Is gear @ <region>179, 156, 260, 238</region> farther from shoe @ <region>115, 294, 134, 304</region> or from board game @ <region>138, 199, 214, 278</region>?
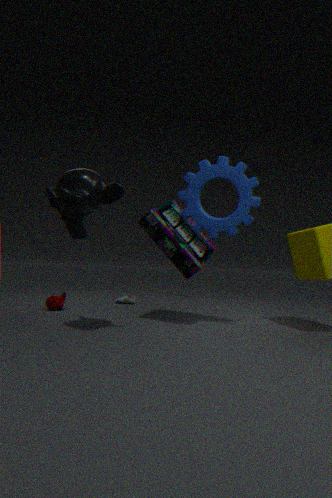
shoe @ <region>115, 294, 134, 304</region>
